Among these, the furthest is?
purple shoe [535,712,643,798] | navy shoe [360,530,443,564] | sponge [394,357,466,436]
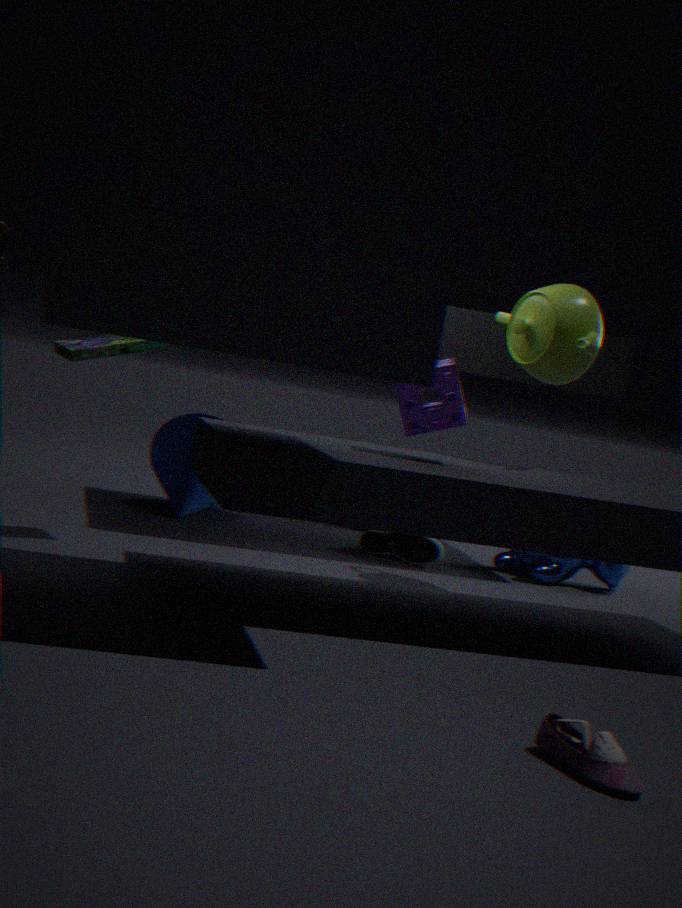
navy shoe [360,530,443,564]
